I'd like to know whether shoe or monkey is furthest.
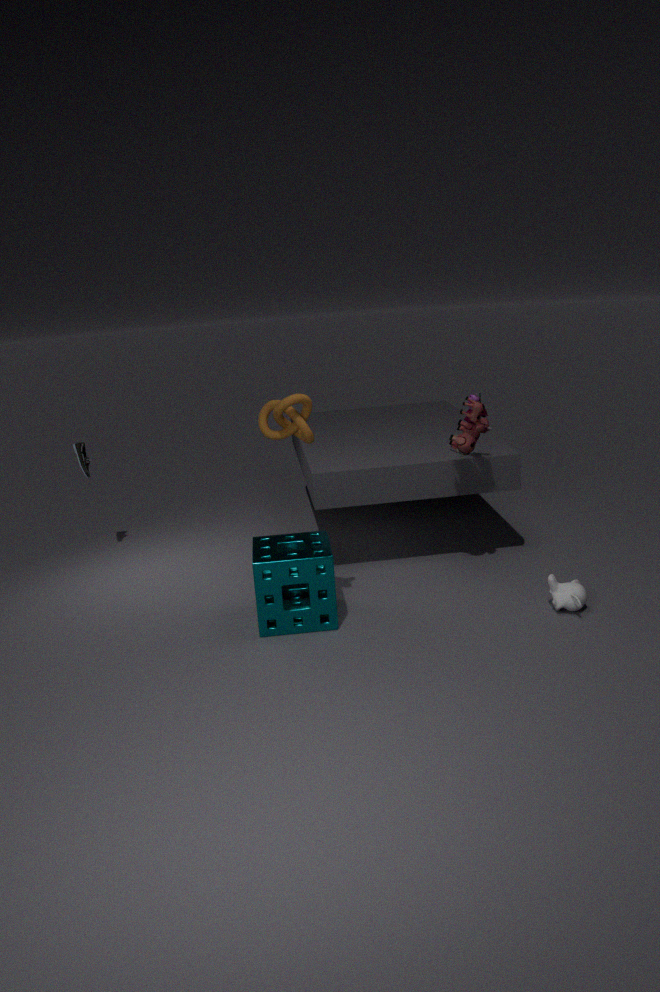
shoe
